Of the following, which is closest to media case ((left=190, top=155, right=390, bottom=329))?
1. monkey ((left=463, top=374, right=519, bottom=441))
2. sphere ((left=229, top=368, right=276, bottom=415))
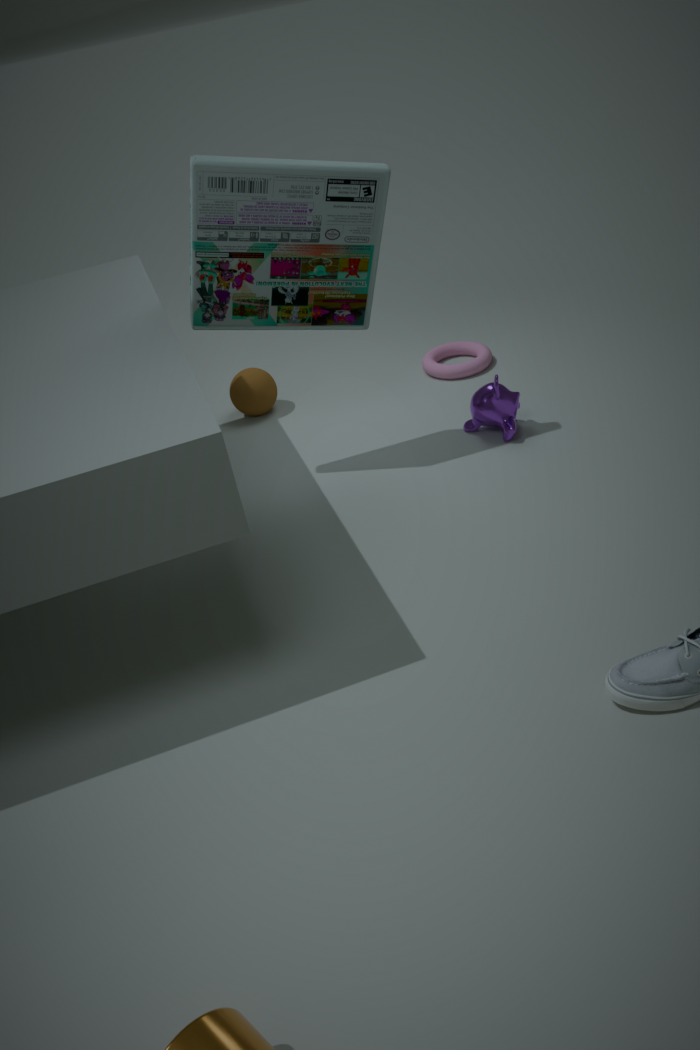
monkey ((left=463, top=374, right=519, bottom=441))
